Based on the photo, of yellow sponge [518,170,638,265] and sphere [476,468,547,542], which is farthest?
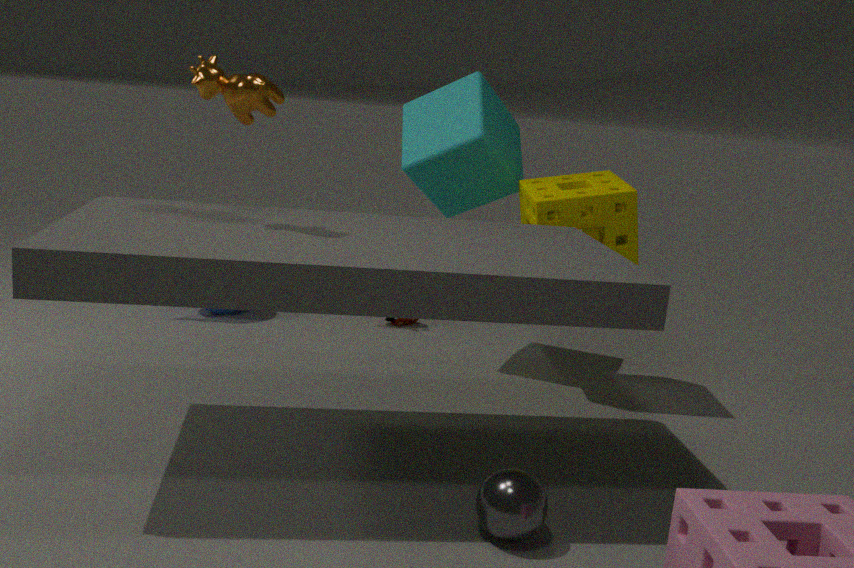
yellow sponge [518,170,638,265]
